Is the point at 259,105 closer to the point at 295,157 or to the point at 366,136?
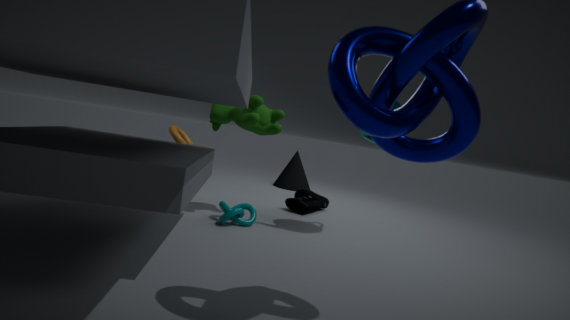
the point at 366,136
